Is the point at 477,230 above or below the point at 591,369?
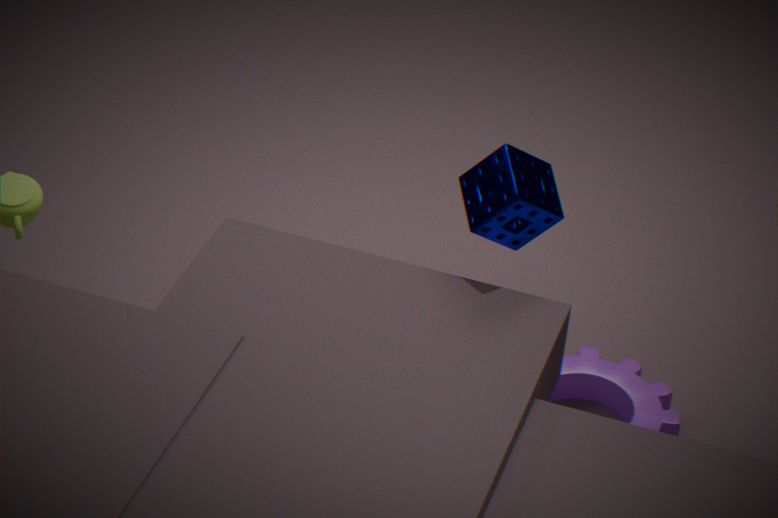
above
